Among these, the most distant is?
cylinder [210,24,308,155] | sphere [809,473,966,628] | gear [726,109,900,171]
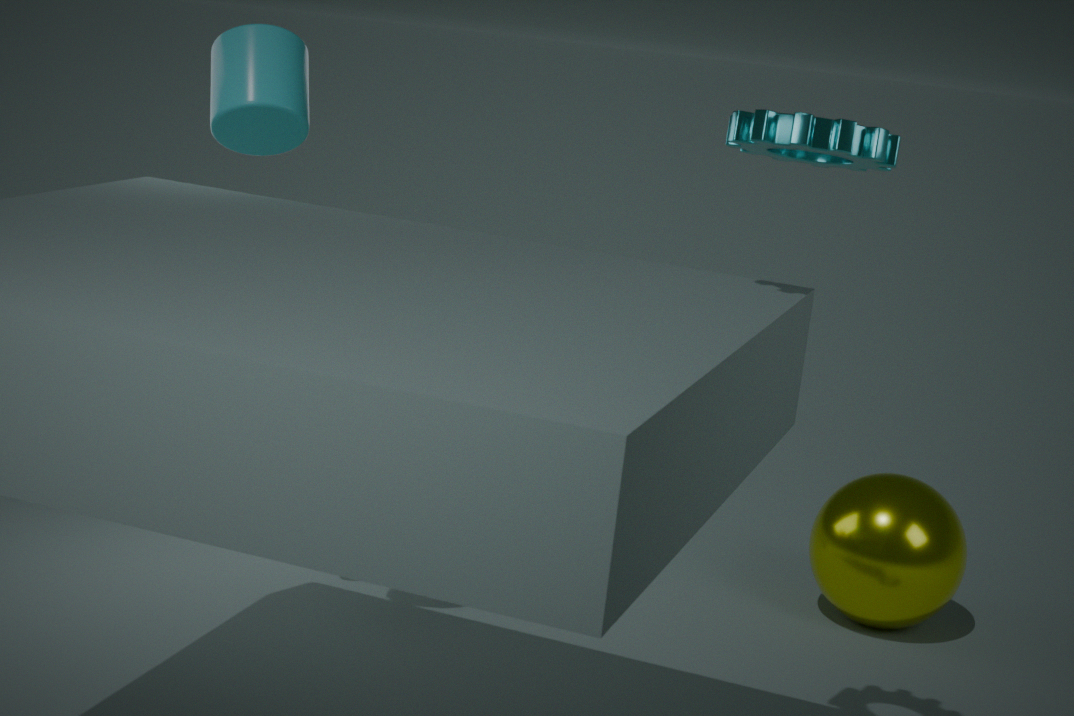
sphere [809,473,966,628]
